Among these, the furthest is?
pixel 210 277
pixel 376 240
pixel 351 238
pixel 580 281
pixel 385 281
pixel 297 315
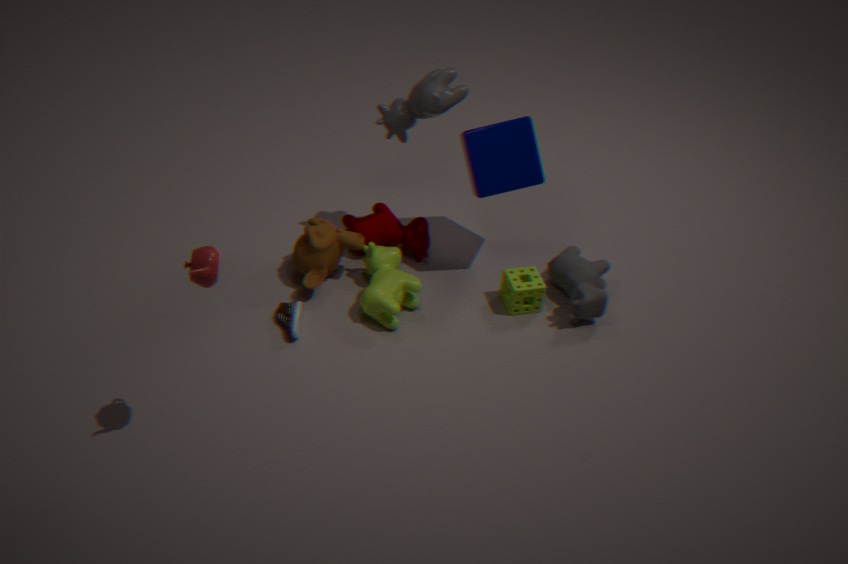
pixel 376 240
